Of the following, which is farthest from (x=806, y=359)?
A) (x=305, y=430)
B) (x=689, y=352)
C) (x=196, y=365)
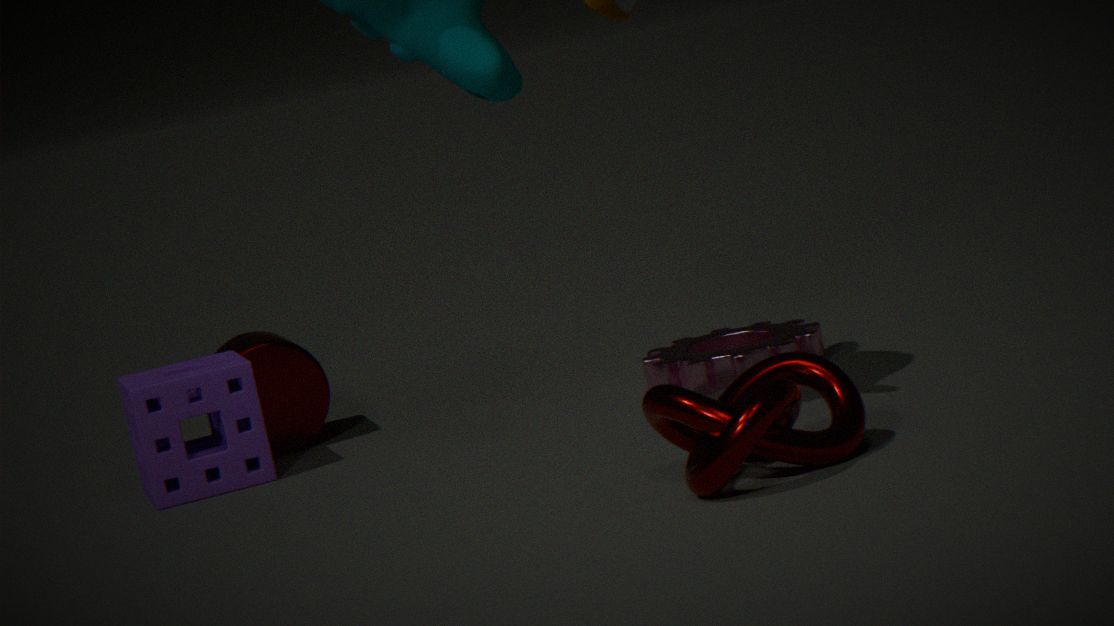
(x=305, y=430)
